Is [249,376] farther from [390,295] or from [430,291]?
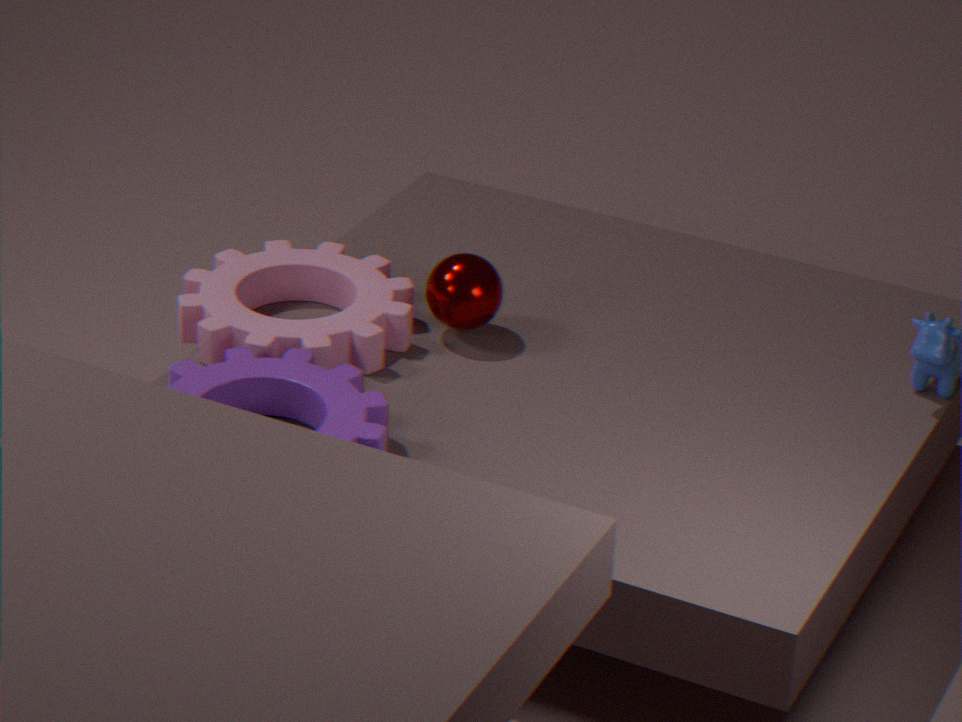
[430,291]
